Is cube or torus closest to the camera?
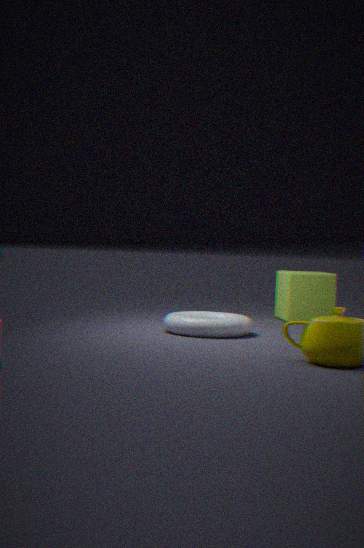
torus
